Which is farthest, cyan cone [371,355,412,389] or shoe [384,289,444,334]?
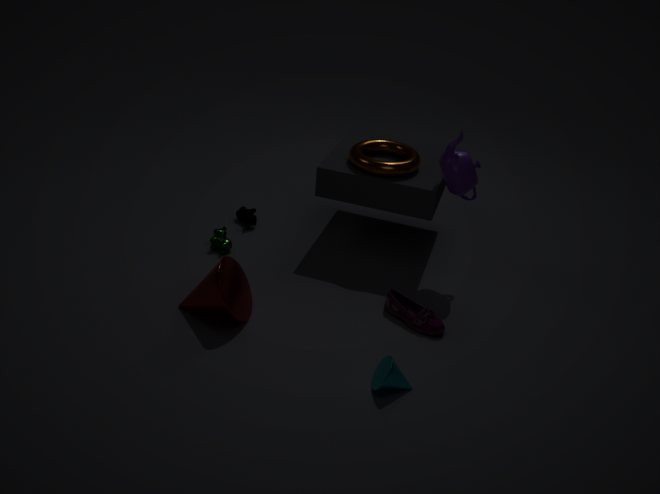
shoe [384,289,444,334]
